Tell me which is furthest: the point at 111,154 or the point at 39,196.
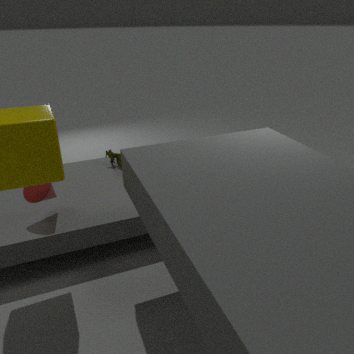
the point at 111,154
